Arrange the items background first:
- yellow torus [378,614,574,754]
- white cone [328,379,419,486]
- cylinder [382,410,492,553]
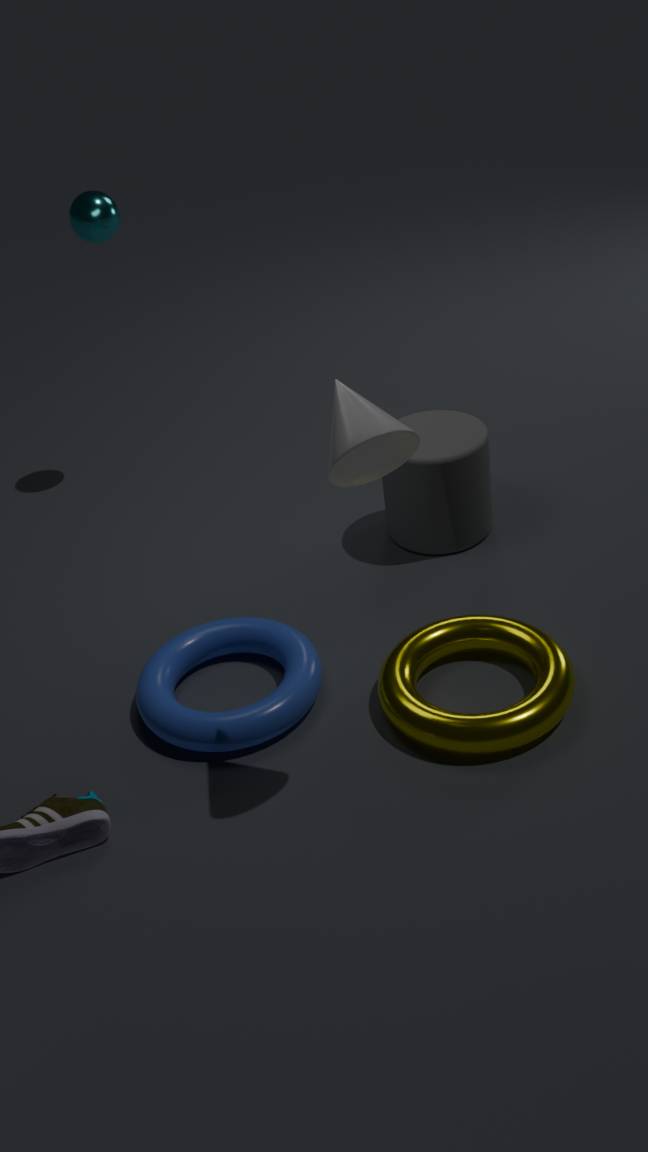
cylinder [382,410,492,553], yellow torus [378,614,574,754], white cone [328,379,419,486]
